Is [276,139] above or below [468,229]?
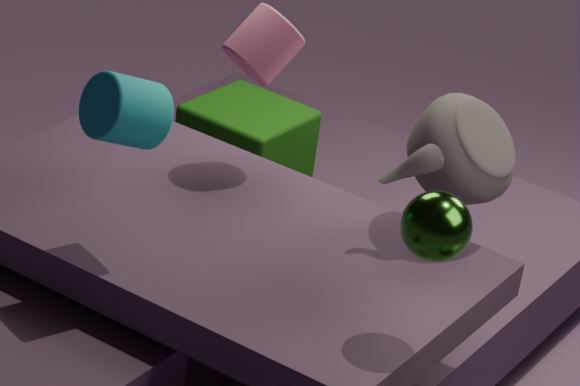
below
